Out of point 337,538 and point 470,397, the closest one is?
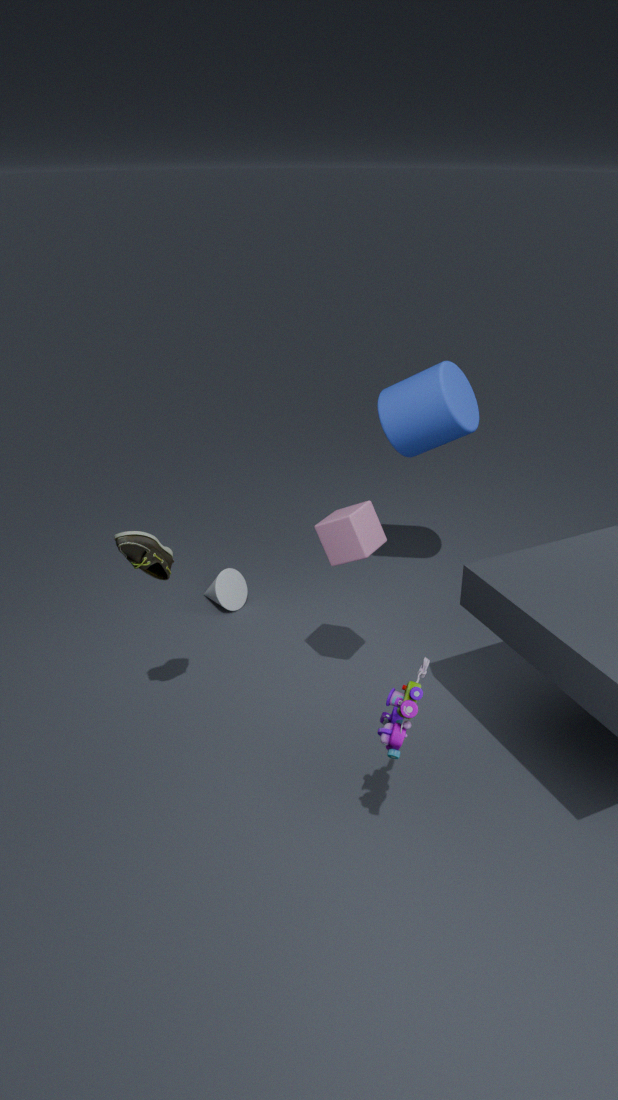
point 337,538
